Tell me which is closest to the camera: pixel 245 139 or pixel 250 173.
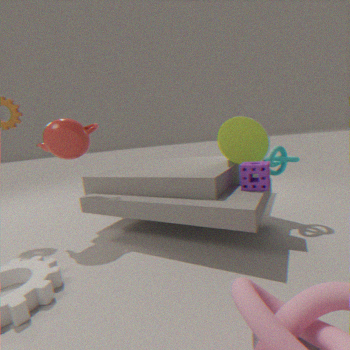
pixel 250 173
